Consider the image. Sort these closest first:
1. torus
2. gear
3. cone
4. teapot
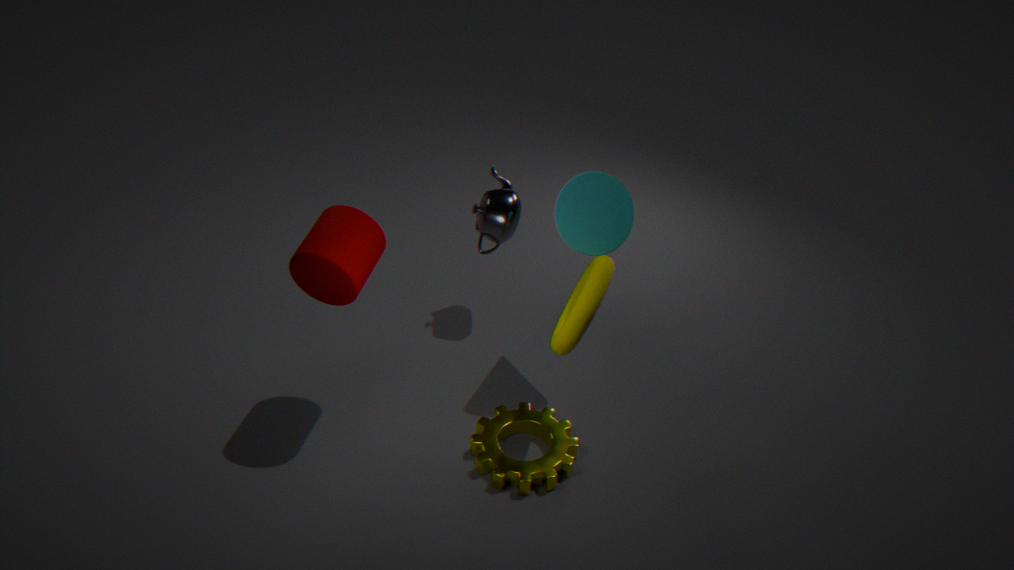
torus < gear < cone < teapot
